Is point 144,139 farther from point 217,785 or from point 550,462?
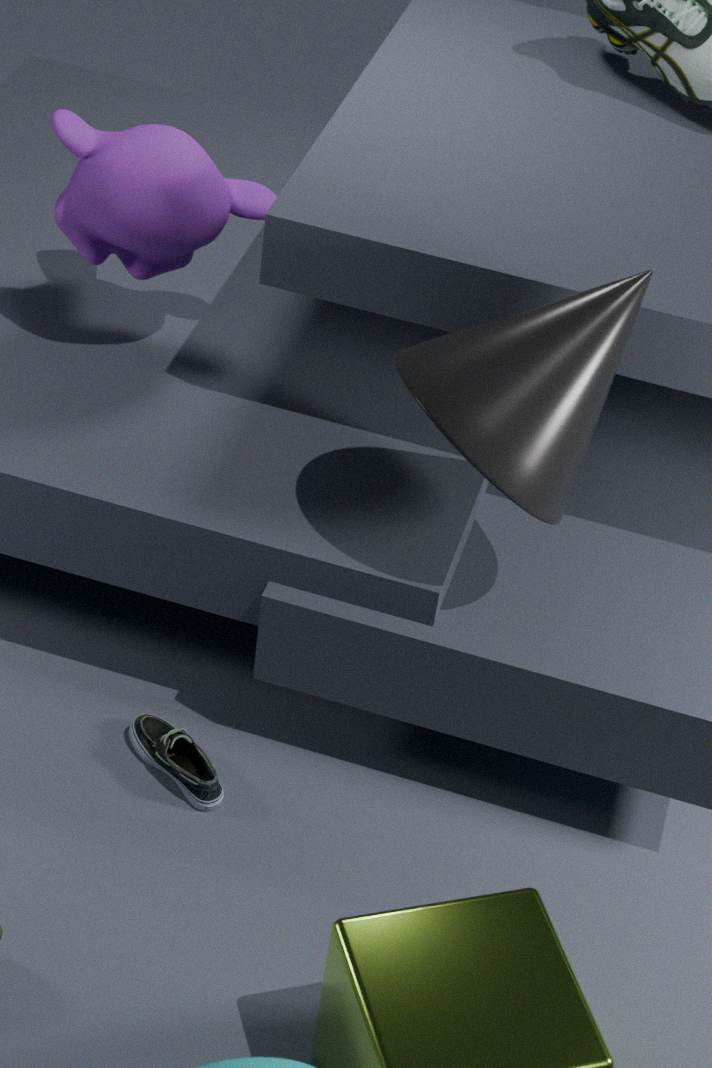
point 217,785
